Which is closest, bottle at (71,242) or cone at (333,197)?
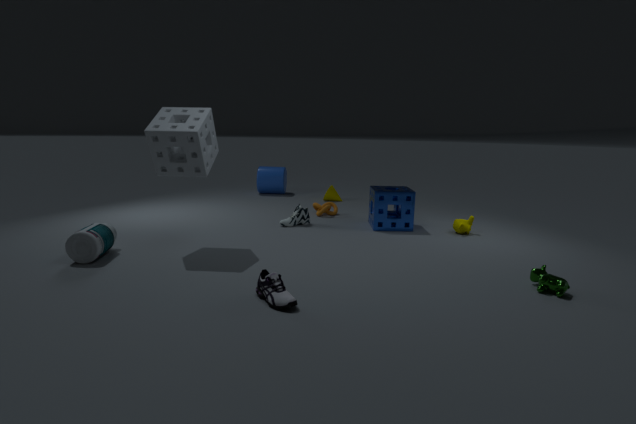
bottle at (71,242)
